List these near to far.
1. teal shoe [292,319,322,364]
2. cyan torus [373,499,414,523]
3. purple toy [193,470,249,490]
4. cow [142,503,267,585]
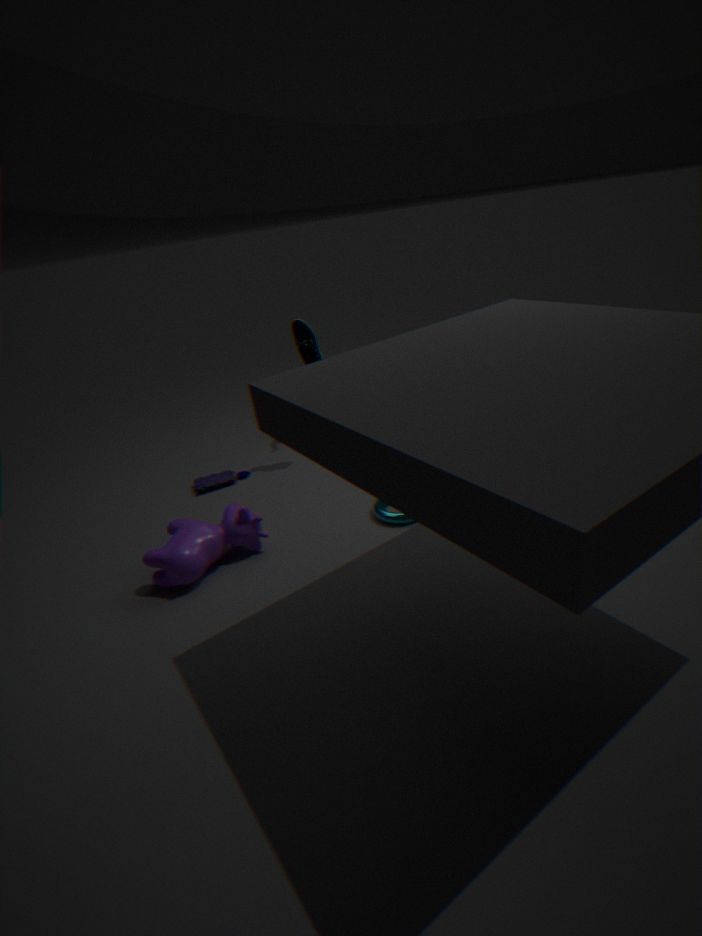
1. cow [142,503,267,585]
2. cyan torus [373,499,414,523]
3. teal shoe [292,319,322,364]
4. purple toy [193,470,249,490]
